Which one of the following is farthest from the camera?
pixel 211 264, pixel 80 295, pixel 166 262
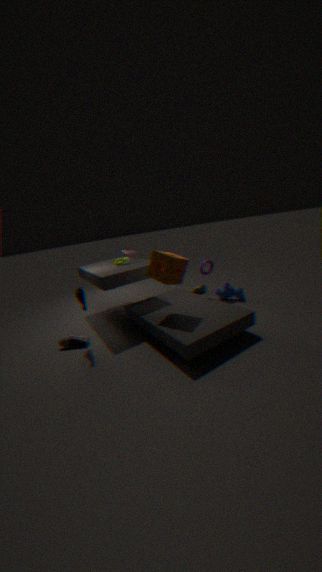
pixel 211 264
